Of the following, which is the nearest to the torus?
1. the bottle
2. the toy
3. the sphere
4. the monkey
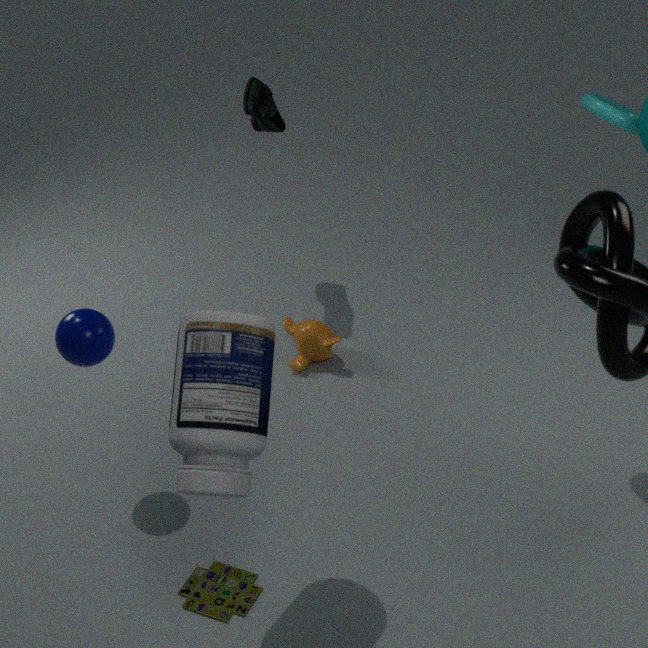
the monkey
